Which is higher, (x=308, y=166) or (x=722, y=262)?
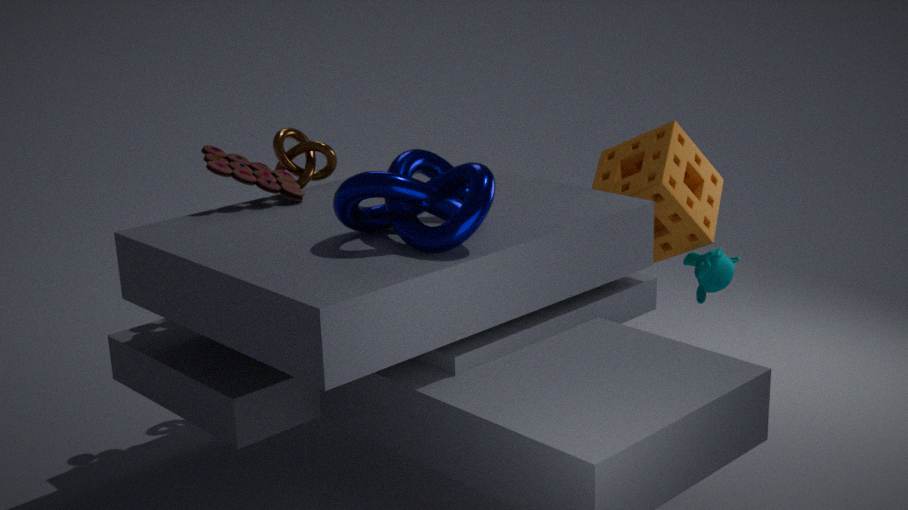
(x=308, y=166)
